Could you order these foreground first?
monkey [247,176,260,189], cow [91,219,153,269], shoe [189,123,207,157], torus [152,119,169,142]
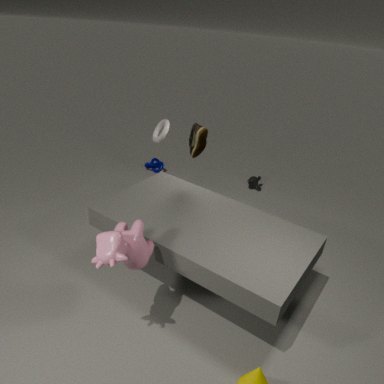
cow [91,219,153,269], shoe [189,123,207,157], torus [152,119,169,142], monkey [247,176,260,189]
